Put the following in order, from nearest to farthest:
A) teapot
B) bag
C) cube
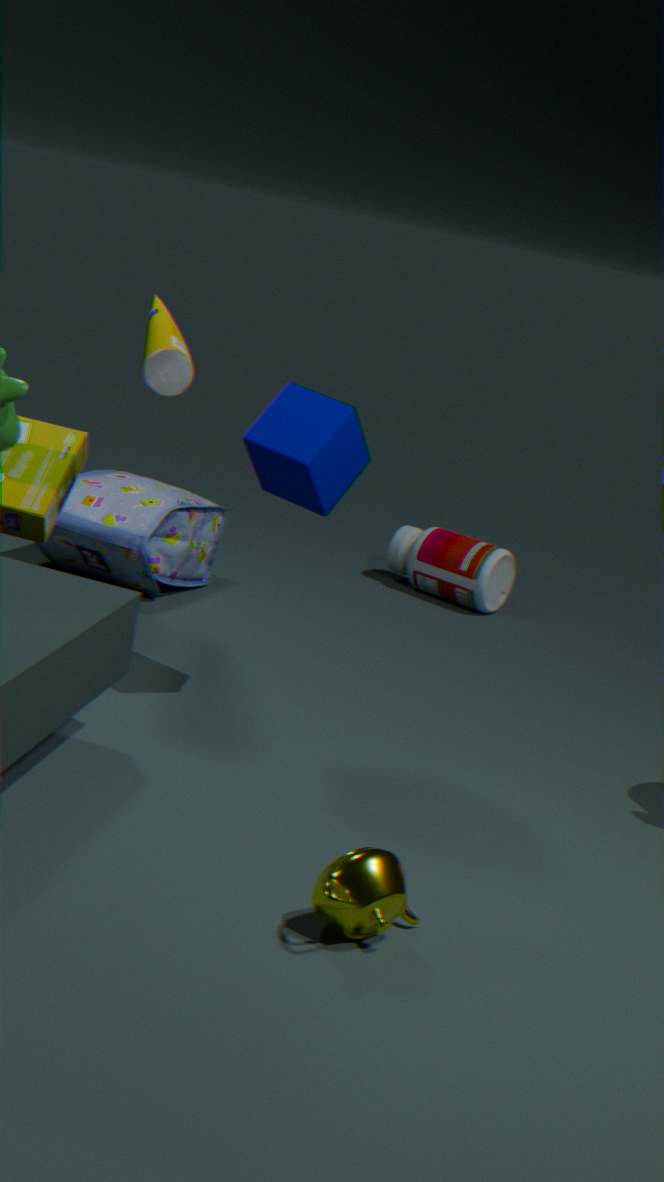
1. teapot
2. cube
3. bag
